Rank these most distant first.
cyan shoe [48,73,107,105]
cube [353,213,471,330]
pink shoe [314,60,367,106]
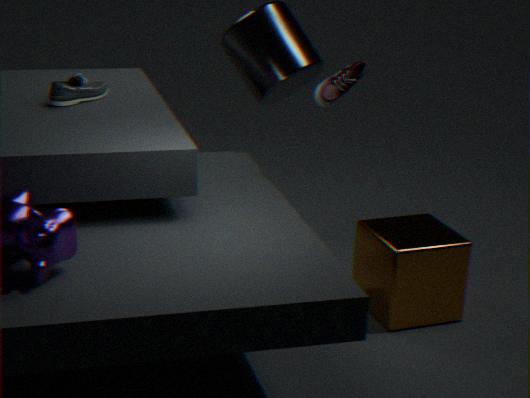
pink shoe [314,60,367,106]
cyan shoe [48,73,107,105]
cube [353,213,471,330]
